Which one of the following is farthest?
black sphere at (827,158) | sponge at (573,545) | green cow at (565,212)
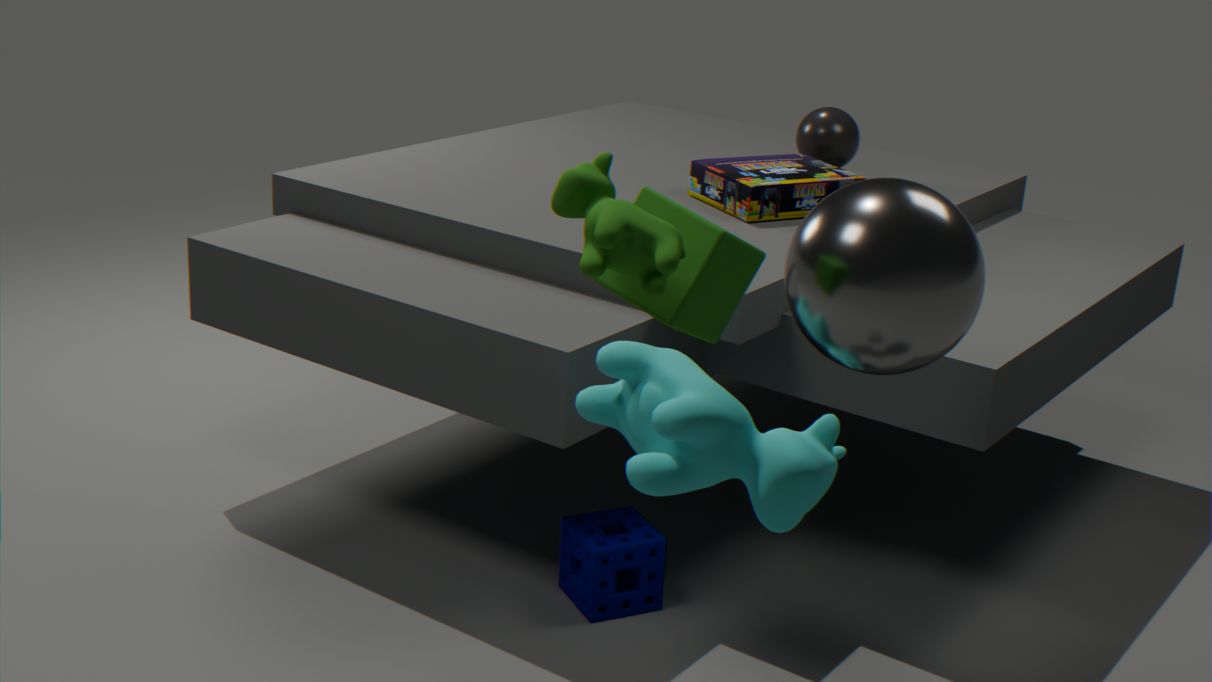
black sphere at (827,158)
